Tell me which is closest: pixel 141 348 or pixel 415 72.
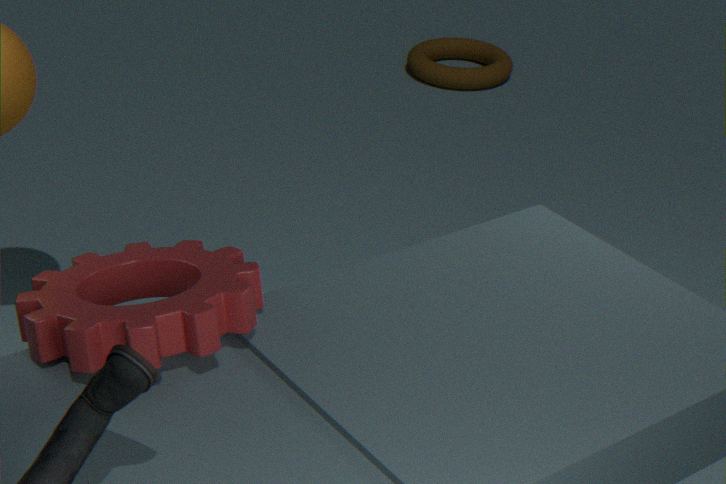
pixel 141 348
